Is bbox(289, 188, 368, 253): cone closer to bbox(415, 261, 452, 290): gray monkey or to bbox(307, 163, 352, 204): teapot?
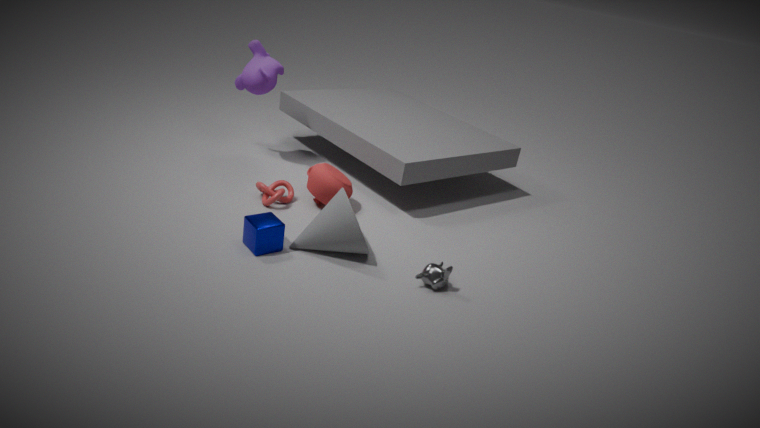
bbox(307, 163, 352, 204): teapot
